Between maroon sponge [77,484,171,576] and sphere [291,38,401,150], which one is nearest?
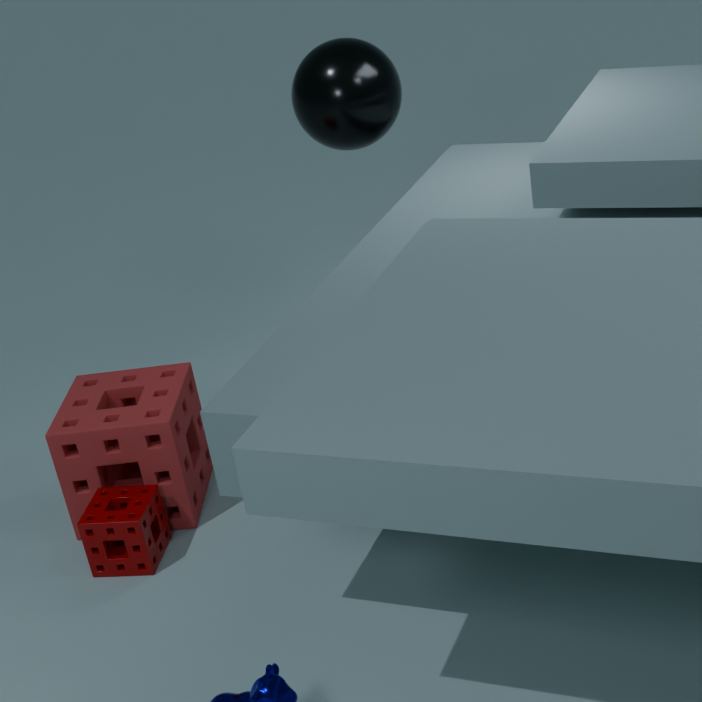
maroon sponge [77,484,171,576]
